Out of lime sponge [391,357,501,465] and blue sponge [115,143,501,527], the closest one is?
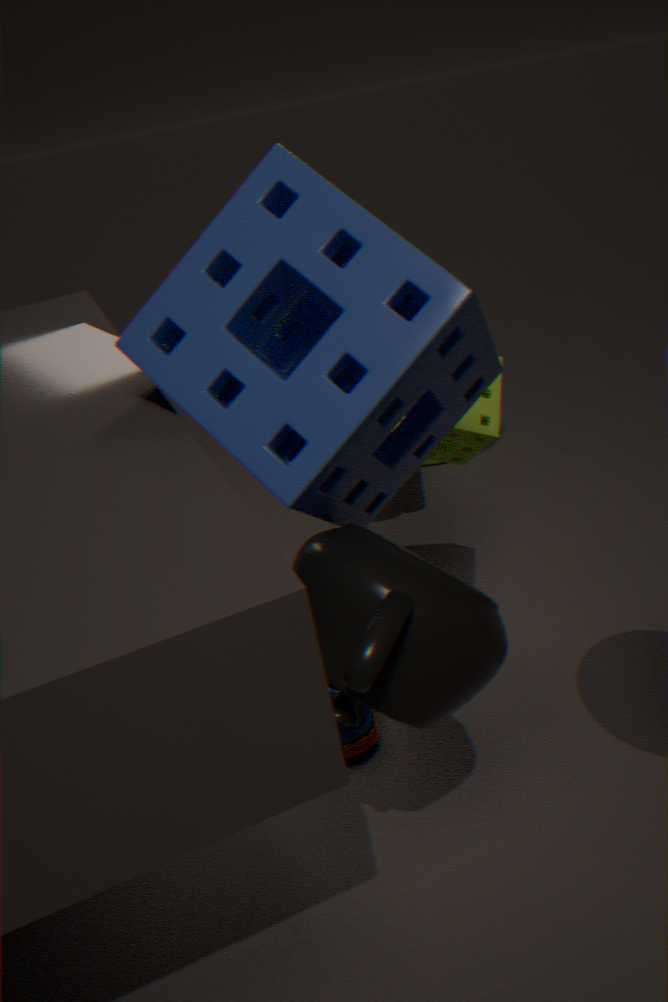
blue sponge [115,143,501,527]
